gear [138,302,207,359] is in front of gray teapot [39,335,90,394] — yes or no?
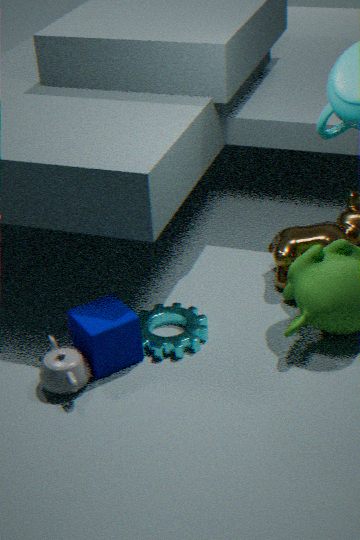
No
